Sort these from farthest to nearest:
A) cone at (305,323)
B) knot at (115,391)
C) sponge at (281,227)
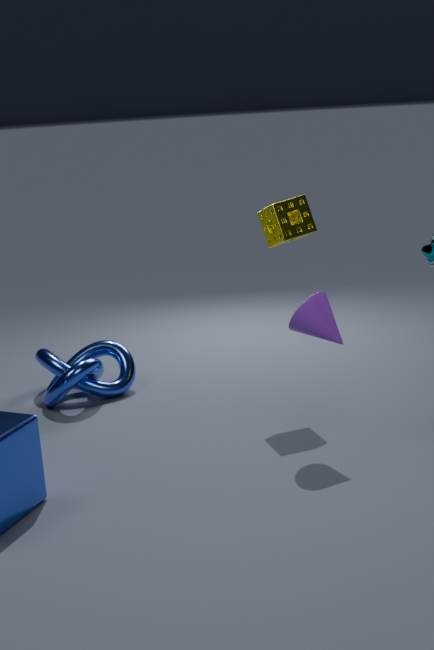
knot at (115,391) < sponge at (281,227) < cone at (305,323)
